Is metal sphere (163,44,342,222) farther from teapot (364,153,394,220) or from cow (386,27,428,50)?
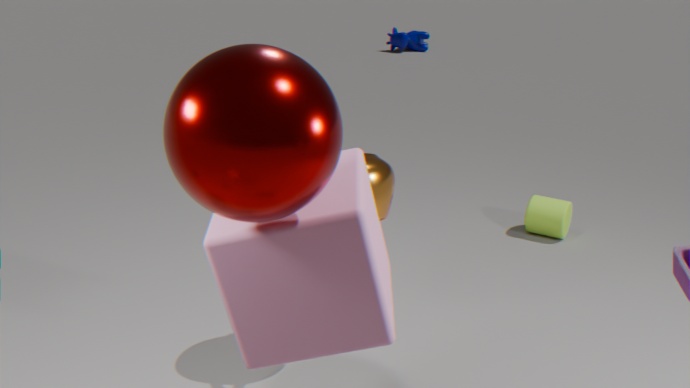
cow (386,27,428,50)
